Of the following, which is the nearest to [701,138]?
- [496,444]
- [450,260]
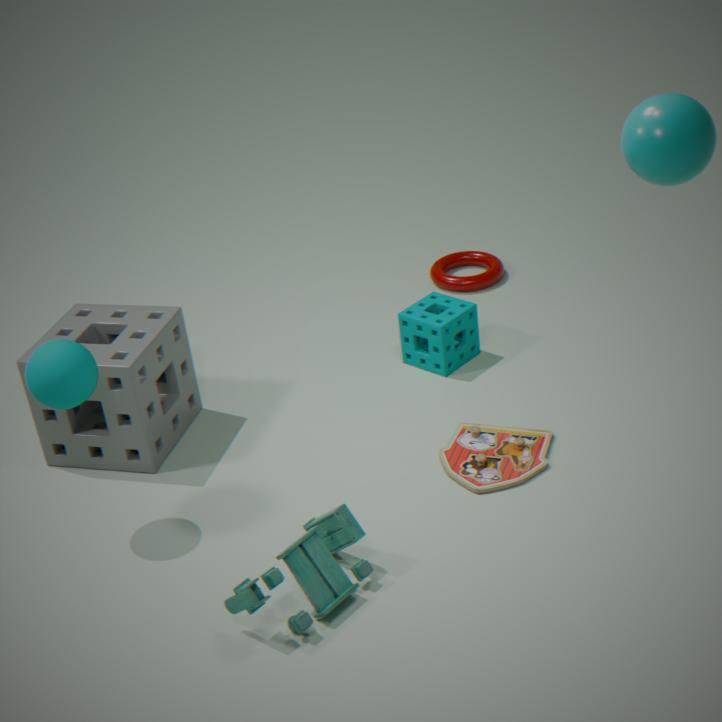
[496,444]
